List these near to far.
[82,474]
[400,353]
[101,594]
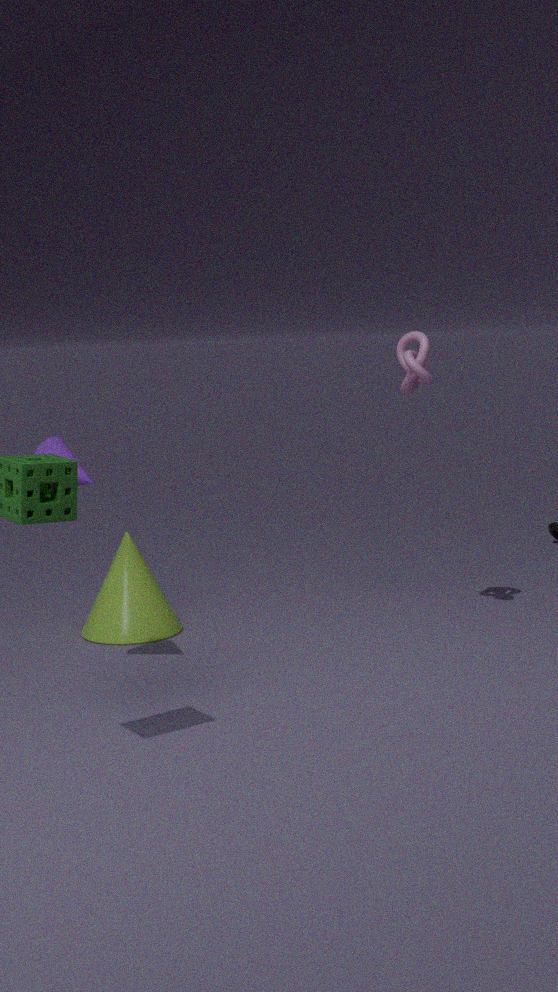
[82,474] → [101,594] → [400,353]
